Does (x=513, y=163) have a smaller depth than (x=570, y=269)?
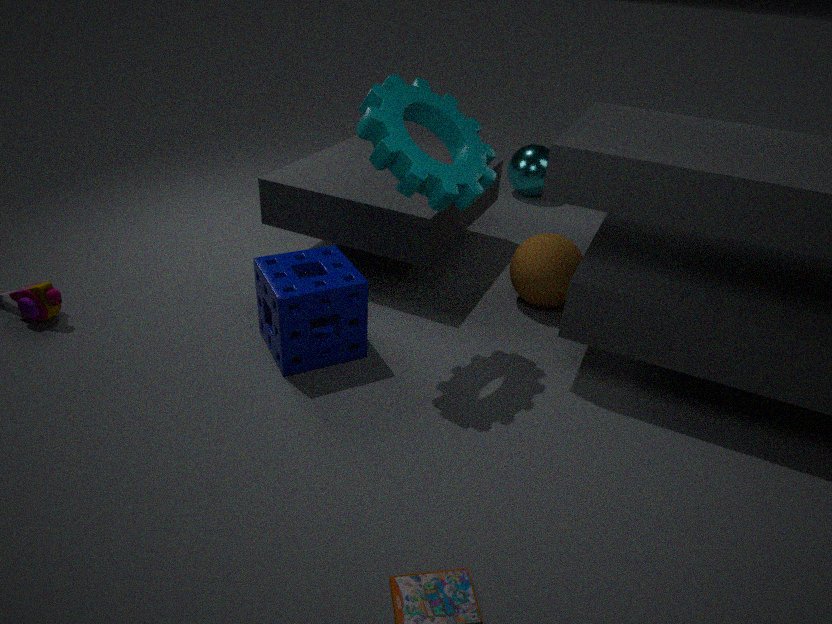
No
